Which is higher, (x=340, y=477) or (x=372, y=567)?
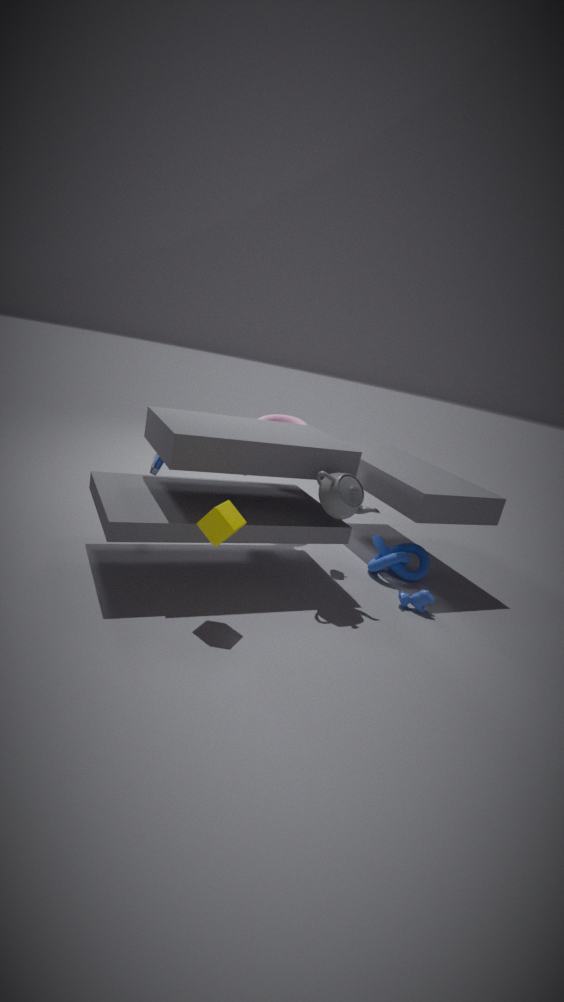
(x=340, y=477)
